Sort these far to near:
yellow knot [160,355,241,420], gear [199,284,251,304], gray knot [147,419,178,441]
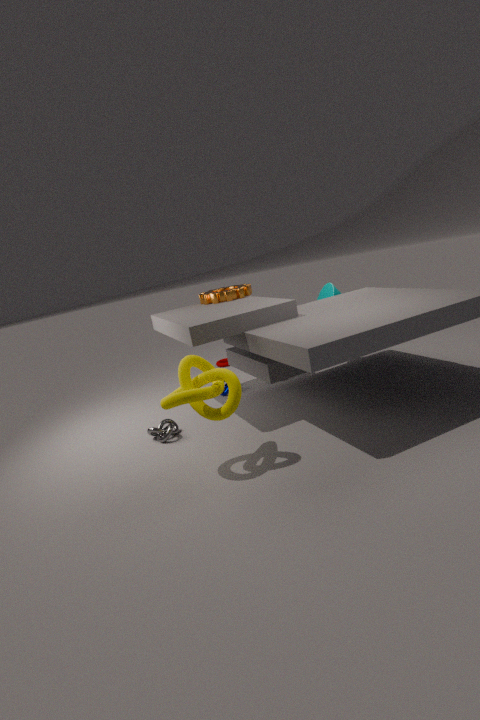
gear [199,284,251,304] → gray knot [147,419,178,441] → yellow knot [160,355,241,420]
